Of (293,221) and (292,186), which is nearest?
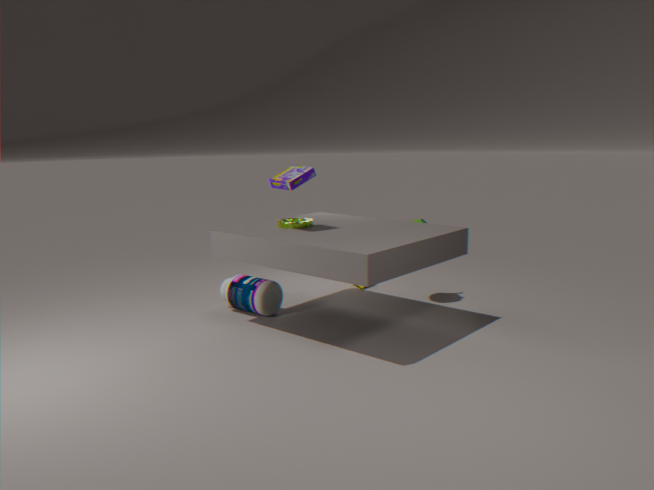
(292,186)
